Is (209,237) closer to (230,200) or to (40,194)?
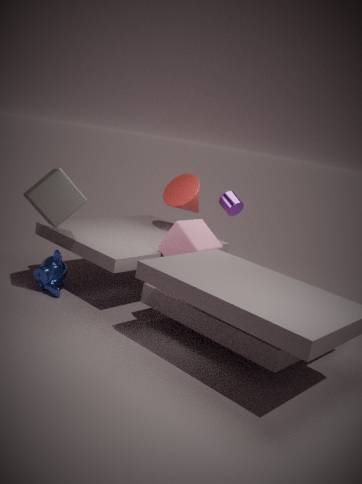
(230,200)
